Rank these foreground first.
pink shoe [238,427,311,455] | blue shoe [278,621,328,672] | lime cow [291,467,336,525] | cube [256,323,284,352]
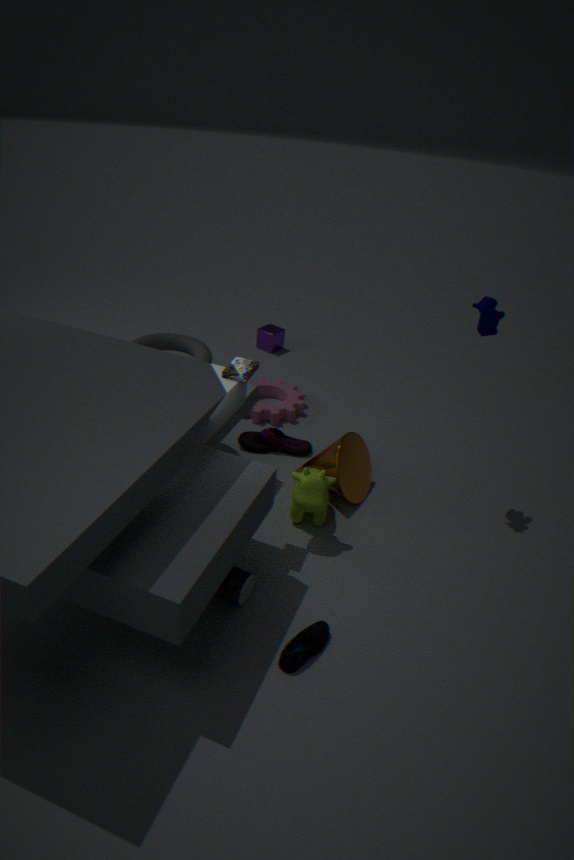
1. blue shoe [278,621,328,672]
2. lime cow [291,467,336,525]
3. pink shoe [238,427,311,455]
4. cube [256,323,284,352]
